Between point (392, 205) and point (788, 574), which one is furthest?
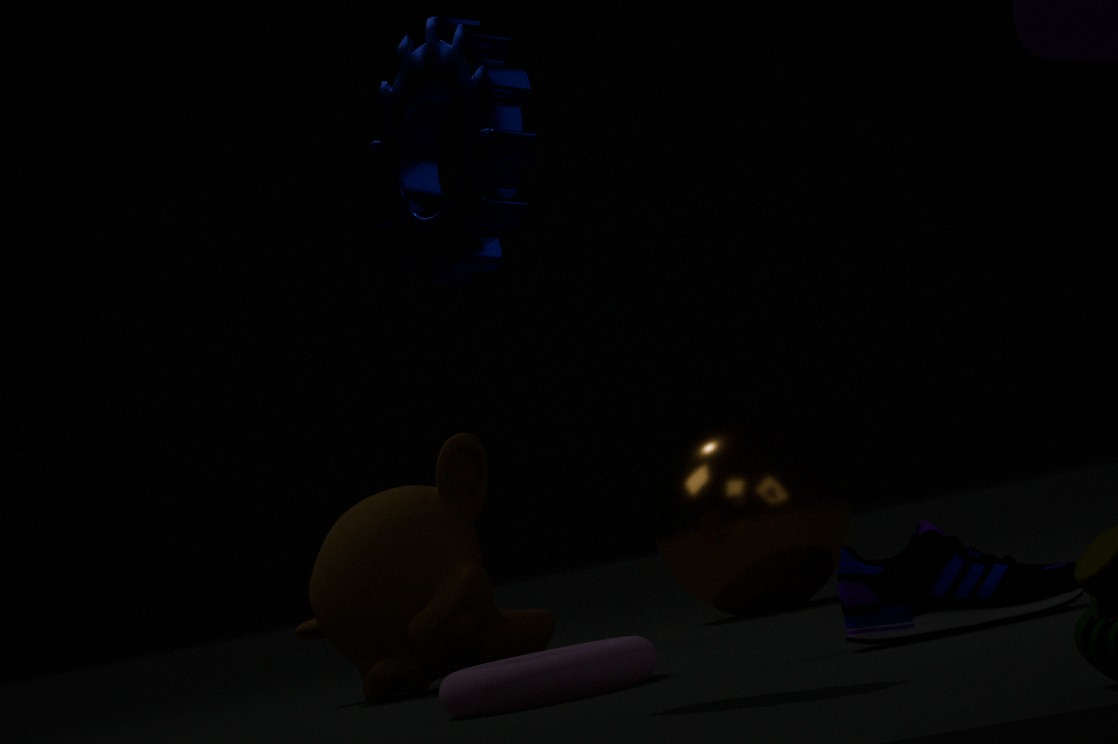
point (788, 574)
